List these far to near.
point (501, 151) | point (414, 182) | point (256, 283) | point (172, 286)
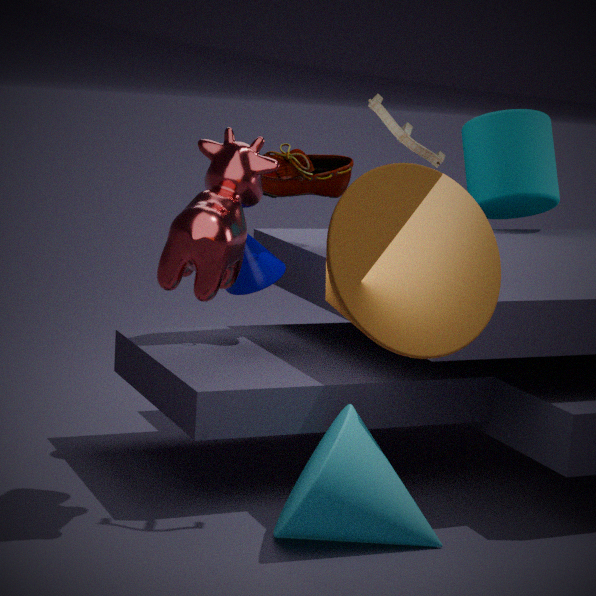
point (501, 151) → point (256, 283) → point (172, 286) → point (414, 182)
